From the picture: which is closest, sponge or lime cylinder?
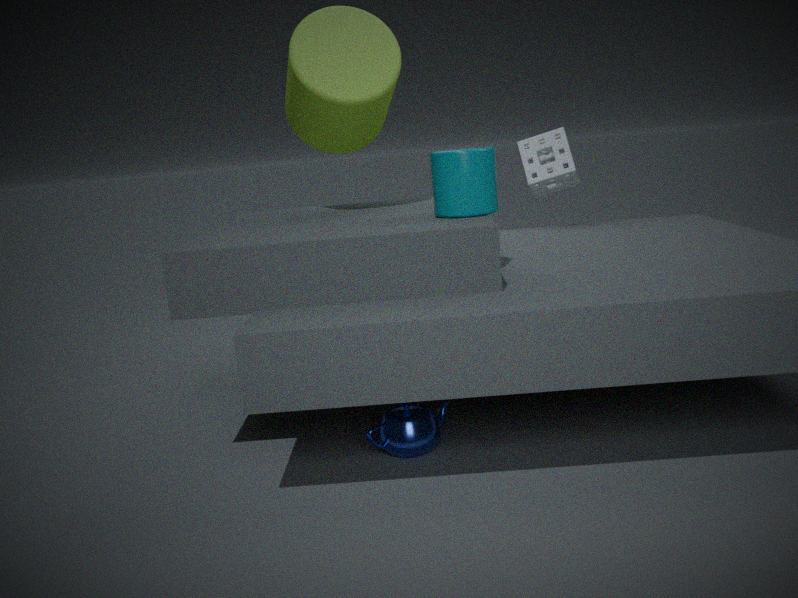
lime cylinder
